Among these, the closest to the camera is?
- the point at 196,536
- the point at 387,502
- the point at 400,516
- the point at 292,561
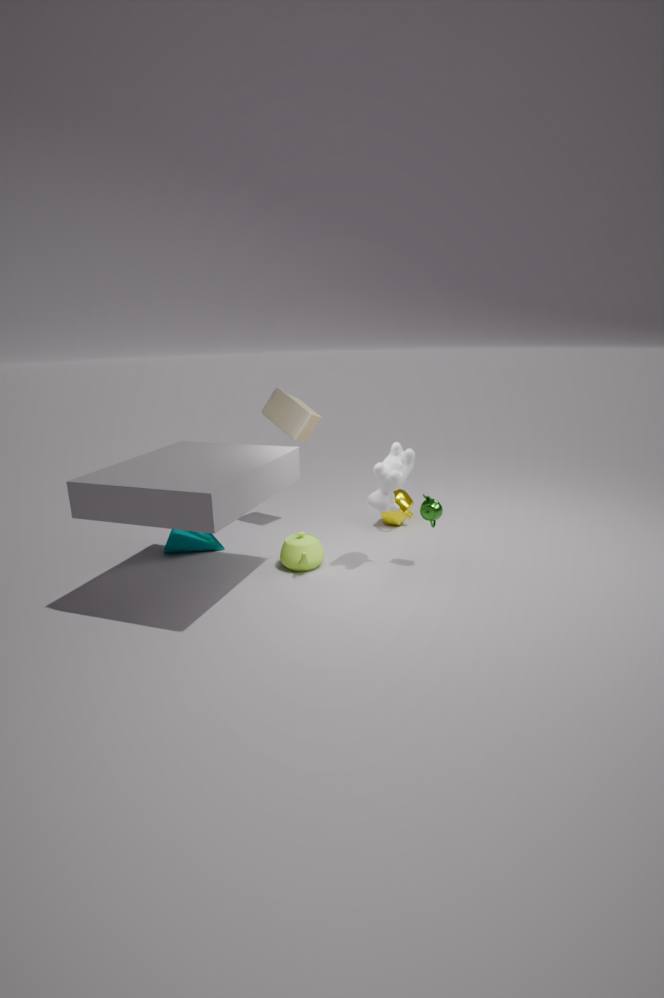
the point at 387,502
